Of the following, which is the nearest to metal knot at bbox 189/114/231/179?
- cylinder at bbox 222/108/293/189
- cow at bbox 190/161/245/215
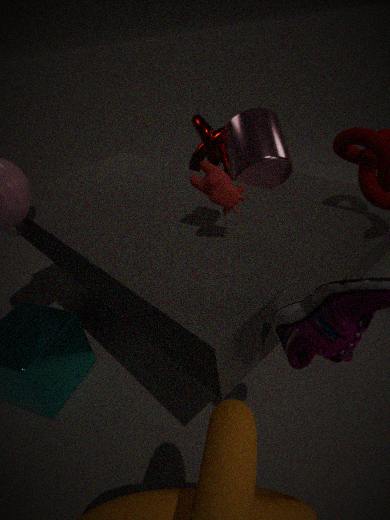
cylinder at bbox 222/108/293/189
